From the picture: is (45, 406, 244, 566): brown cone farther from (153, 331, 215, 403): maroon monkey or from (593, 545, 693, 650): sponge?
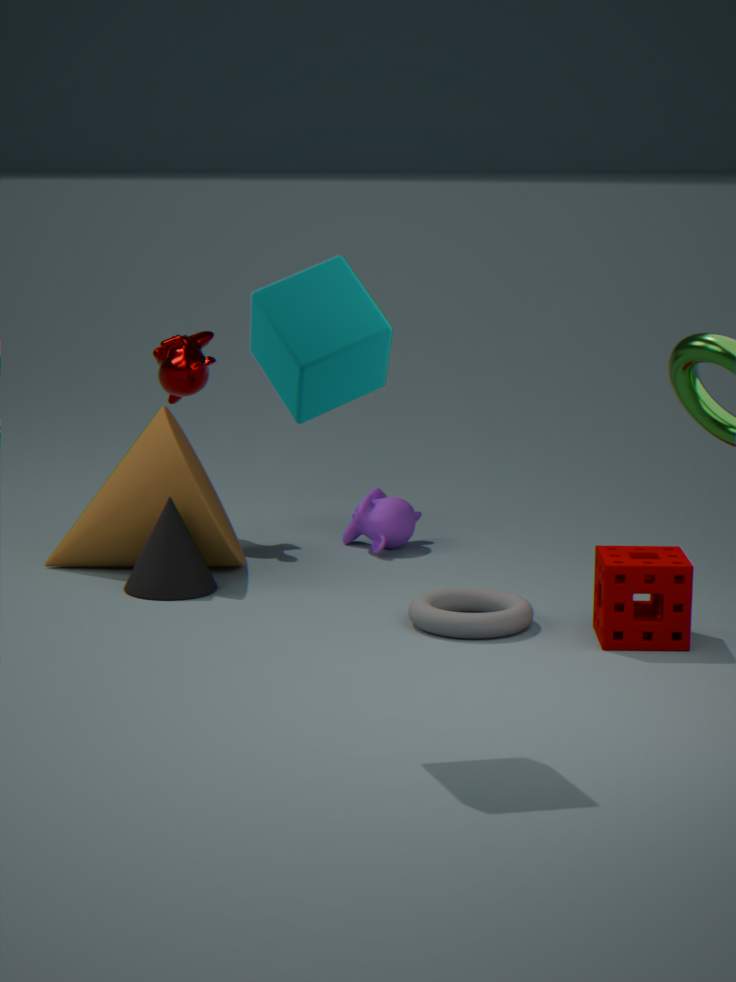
(593, 545, 693, 650): sponge
